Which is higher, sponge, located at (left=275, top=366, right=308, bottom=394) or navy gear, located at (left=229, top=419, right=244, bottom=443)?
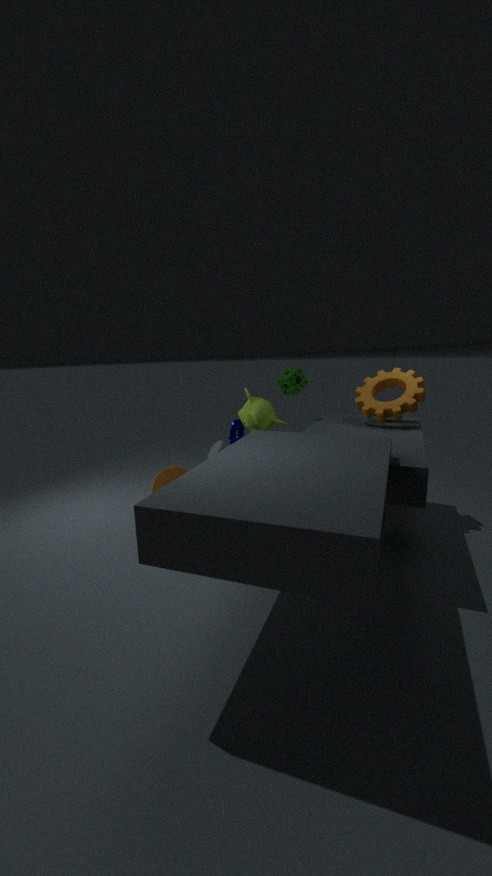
sponge, located at (left=275, top=366, right=308, bottom=394)
